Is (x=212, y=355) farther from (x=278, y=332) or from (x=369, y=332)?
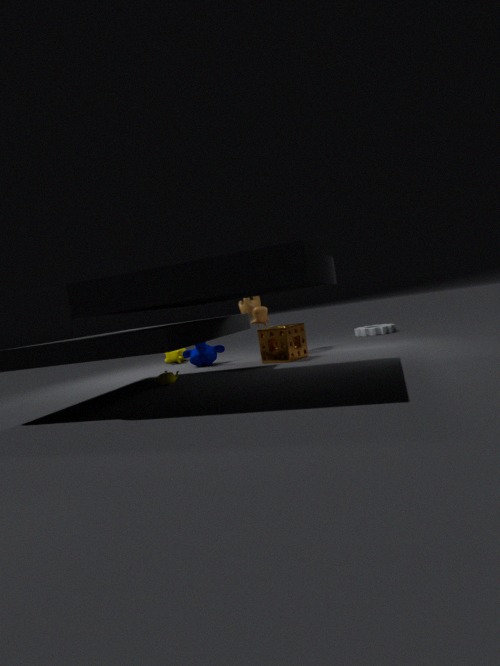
(x=369, y=332)
